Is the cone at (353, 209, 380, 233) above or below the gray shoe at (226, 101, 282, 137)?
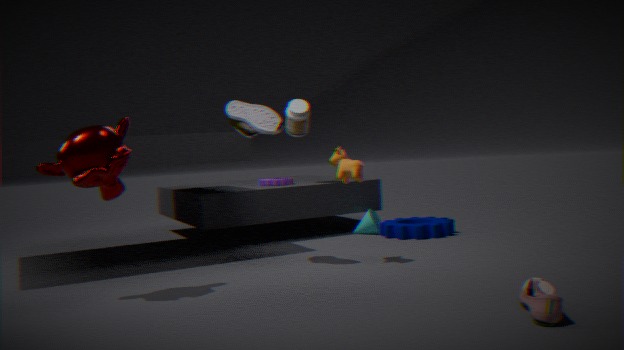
below
